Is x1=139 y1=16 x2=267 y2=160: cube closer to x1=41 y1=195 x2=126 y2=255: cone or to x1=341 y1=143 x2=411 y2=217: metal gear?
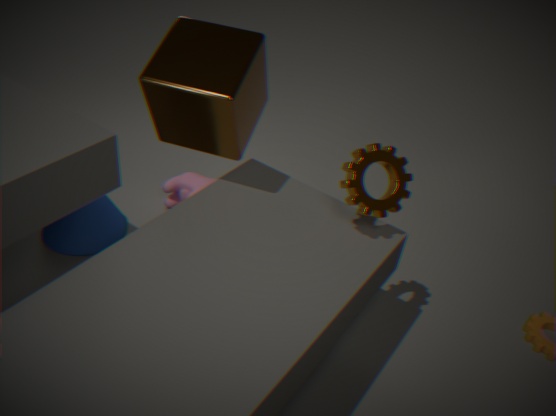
x1=341 y1=143 x2=411 y2=217: metal gear
